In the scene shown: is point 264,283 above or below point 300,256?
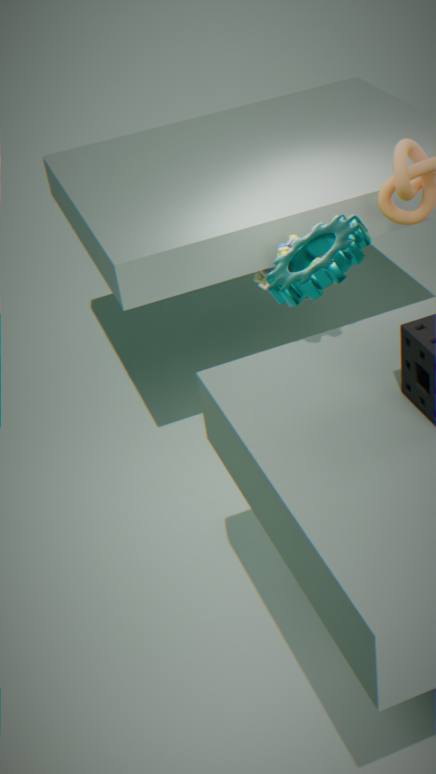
below
